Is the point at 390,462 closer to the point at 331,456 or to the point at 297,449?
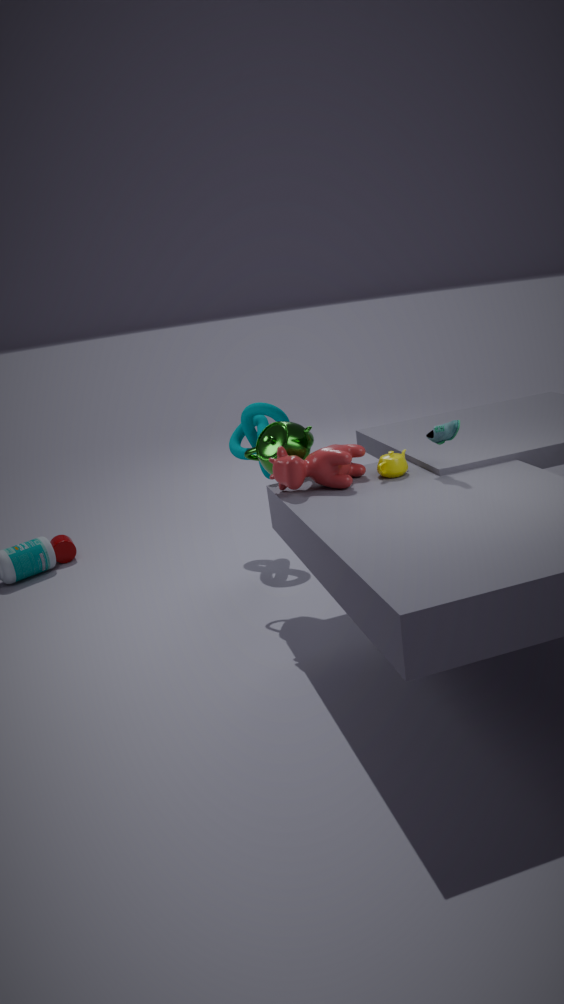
the point at 331,456
